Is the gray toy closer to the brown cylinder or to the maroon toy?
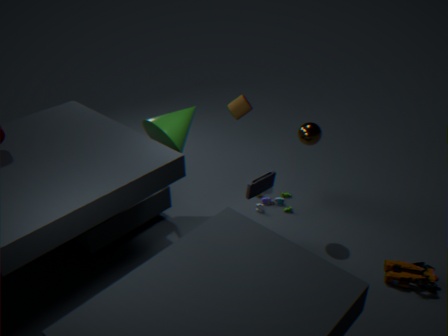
the brown cylinder
